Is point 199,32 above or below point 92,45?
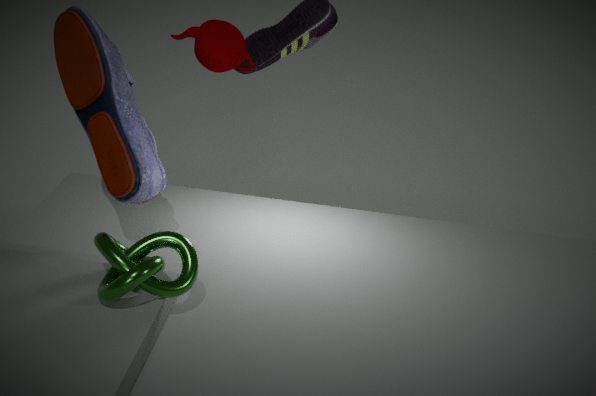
above
